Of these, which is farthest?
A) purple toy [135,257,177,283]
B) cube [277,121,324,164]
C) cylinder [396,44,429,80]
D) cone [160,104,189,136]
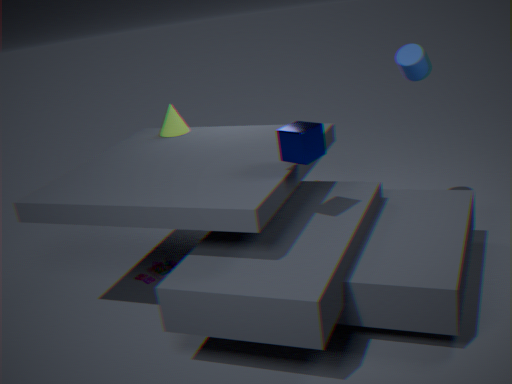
cone [160,104,189,136]
